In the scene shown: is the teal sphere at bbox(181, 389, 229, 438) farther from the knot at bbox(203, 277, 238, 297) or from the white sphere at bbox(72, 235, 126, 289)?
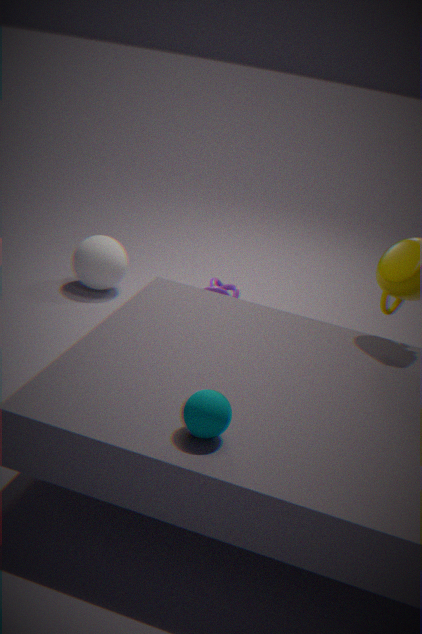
the knot at bbox(203, 277, 238, 297)
